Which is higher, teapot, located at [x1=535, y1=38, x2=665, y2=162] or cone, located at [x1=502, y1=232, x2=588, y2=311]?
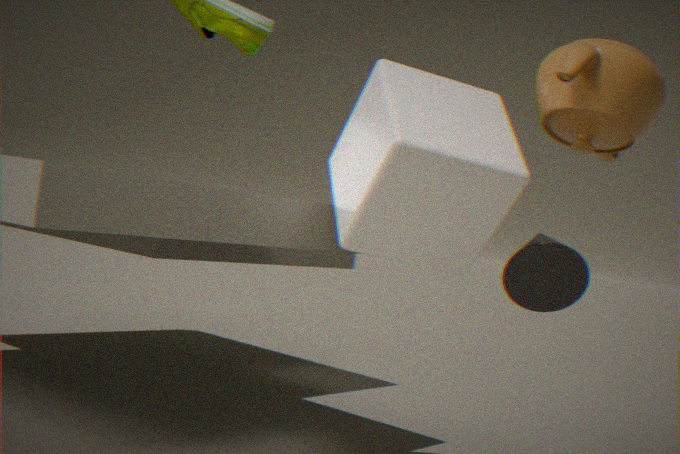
teapot, located at [x1=535, y1=38, x2=665, y2=162]
